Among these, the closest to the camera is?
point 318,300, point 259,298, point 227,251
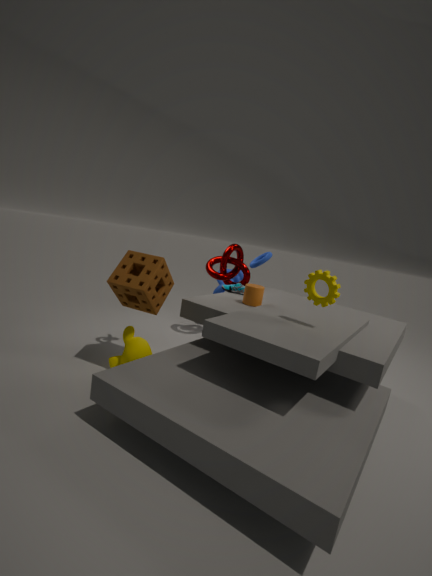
point 318,300
